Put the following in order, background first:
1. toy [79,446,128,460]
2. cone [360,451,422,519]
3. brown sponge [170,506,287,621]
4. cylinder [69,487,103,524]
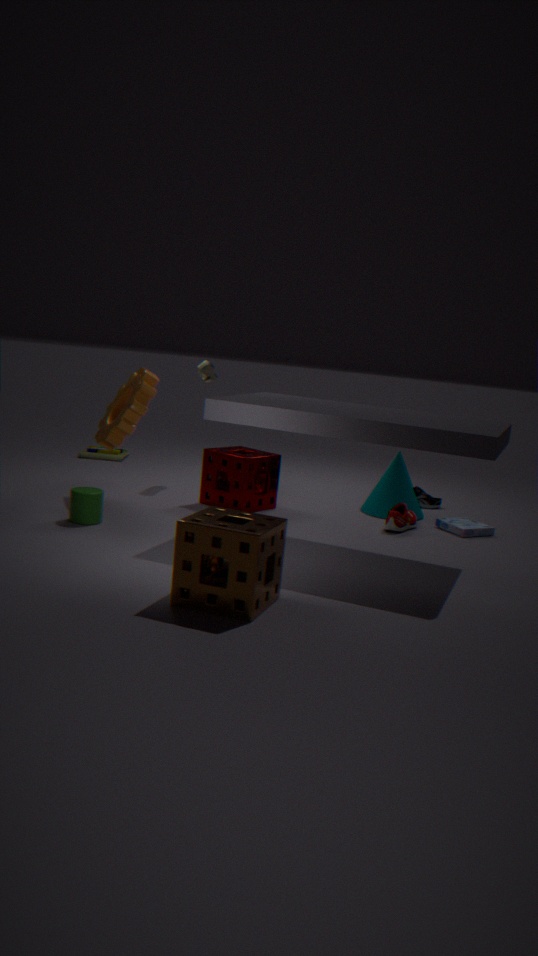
1. toy [79,446,128,460]
2. cone [360,451,422,519]
3. cylinder [69,487,103,524]
4. brown sponge [170,506,287,621]
